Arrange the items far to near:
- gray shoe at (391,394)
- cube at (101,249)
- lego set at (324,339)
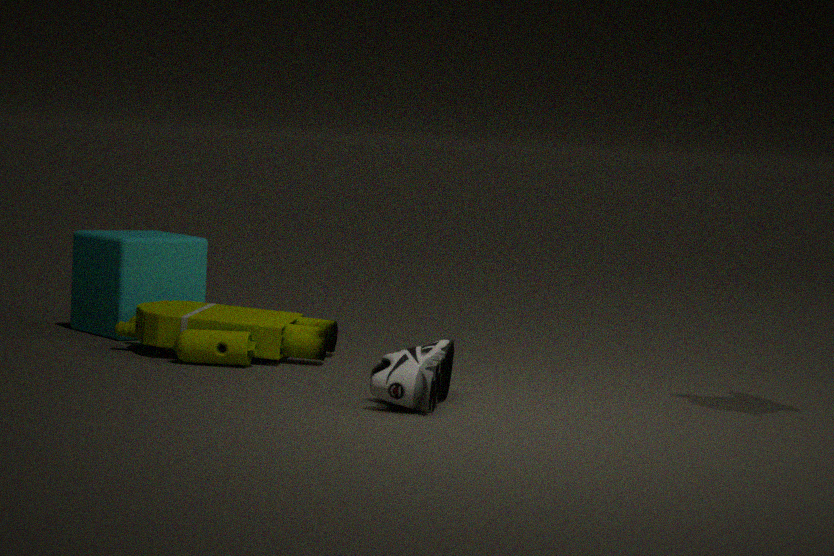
cube at (101,249) < lego set at (324,339) < gray shoe at (391,394)
